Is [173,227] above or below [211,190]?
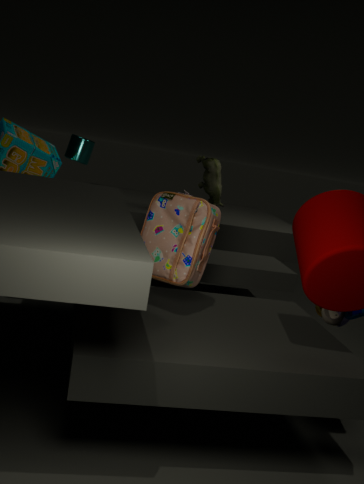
below
